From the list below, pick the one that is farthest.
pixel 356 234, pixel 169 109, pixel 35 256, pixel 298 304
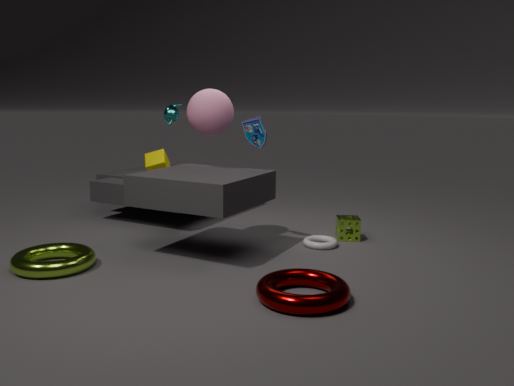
pixel 169 109
